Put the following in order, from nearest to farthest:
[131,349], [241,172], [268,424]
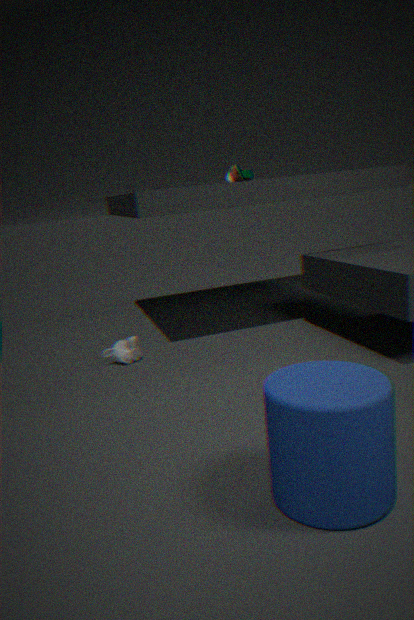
[268,424], [131,349], [241,172]
